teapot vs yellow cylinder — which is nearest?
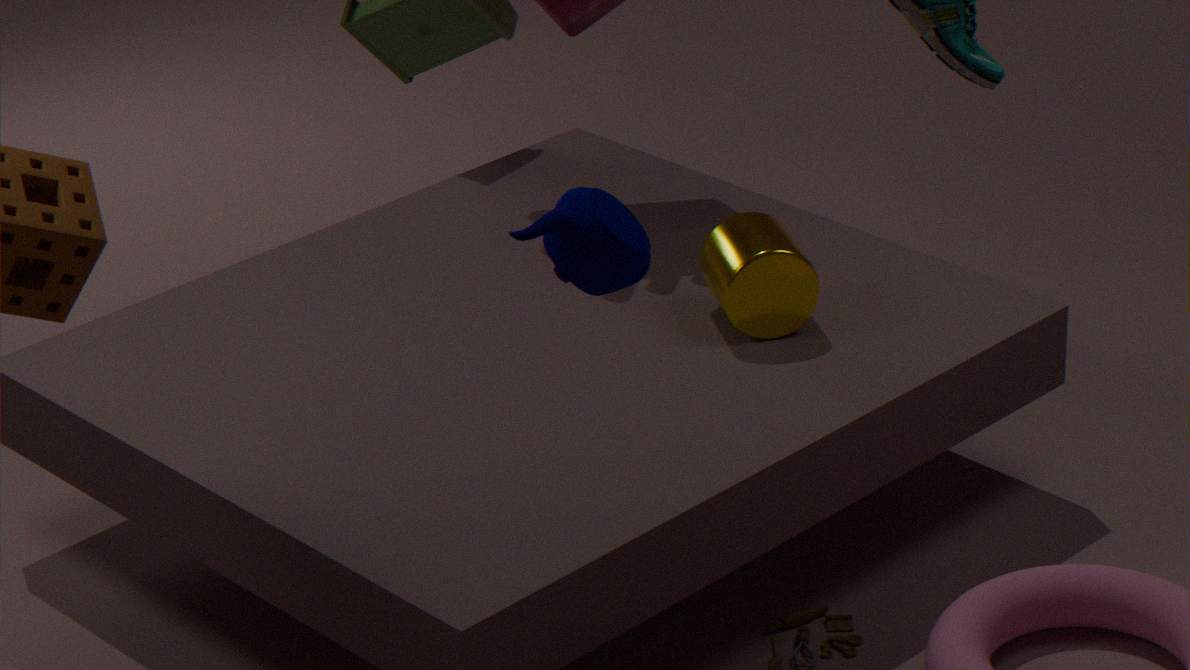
teapot
